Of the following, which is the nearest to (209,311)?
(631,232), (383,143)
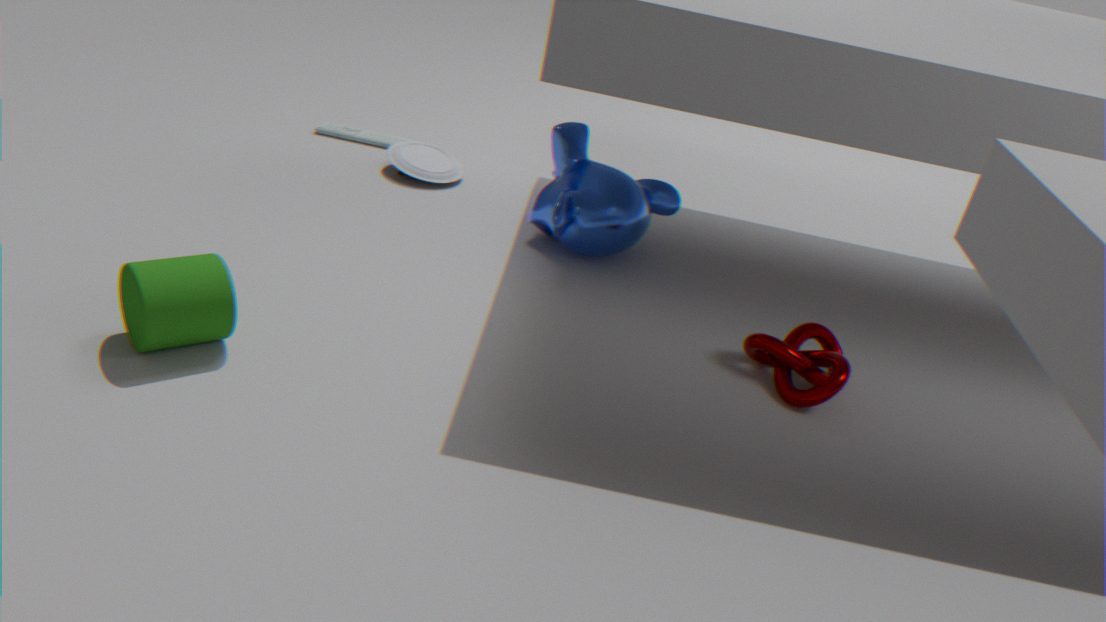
(631,232)
